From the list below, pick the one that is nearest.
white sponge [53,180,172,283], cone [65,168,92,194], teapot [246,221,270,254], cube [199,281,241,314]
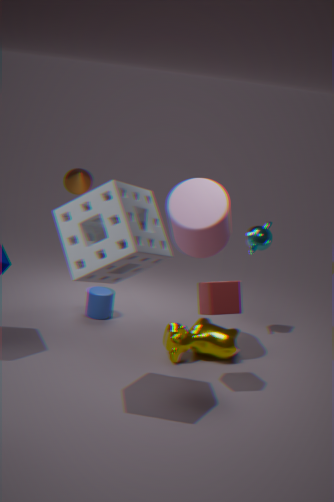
white sponge [53,180,172,283]
